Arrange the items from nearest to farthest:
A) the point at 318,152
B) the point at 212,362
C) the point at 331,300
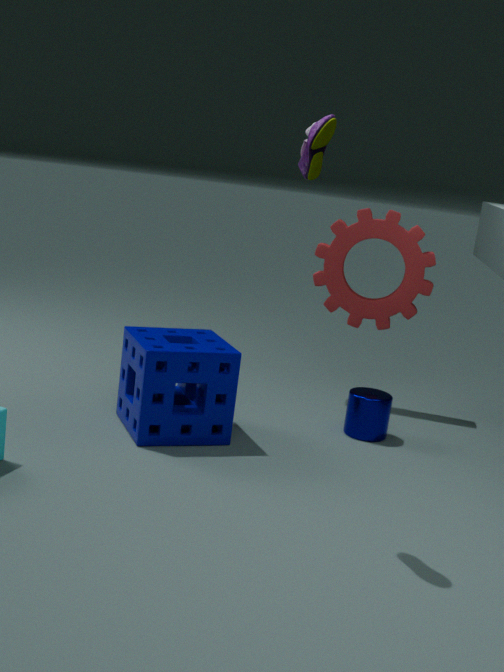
the point at 318,152
the point at 212,362
the point at 331,300
